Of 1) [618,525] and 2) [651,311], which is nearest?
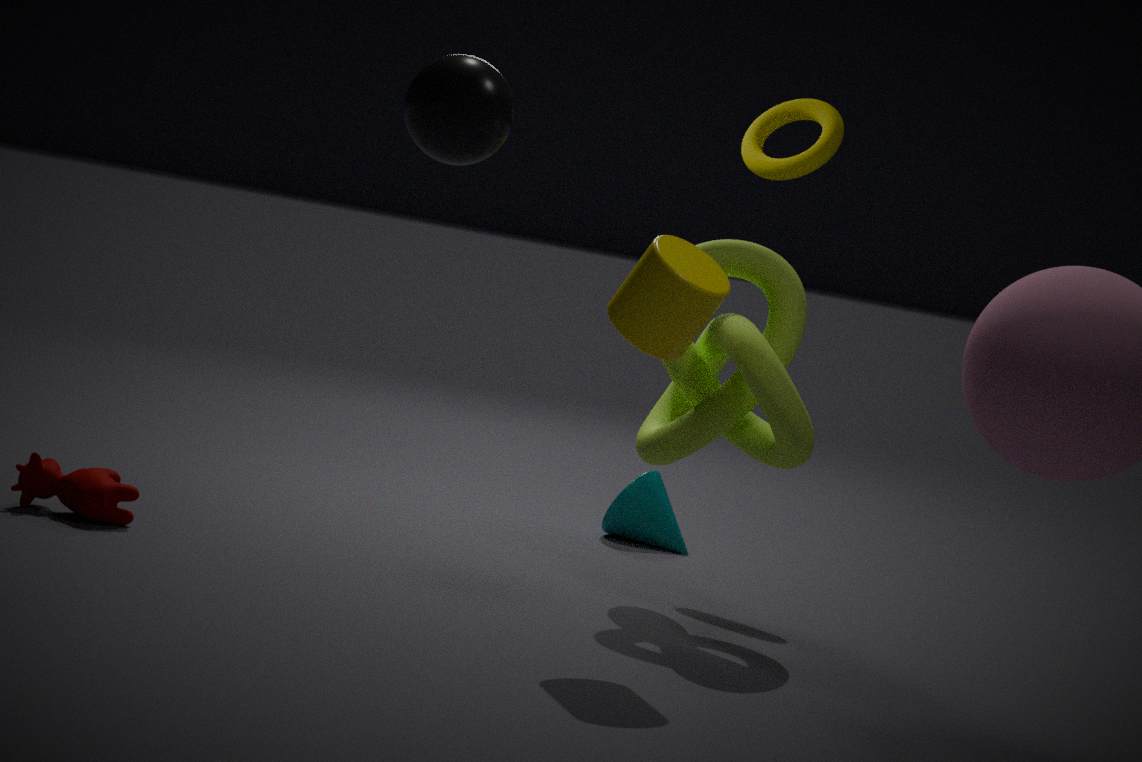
2. [651,311]
